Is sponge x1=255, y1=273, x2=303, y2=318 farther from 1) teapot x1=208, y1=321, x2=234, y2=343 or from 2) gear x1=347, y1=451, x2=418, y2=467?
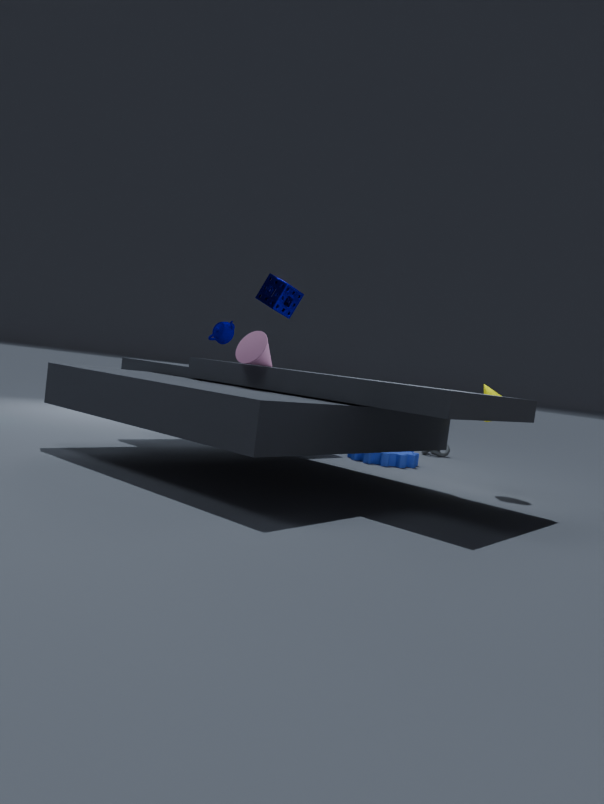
2) gear x1=347, y1=451, x2=418, y2=467
